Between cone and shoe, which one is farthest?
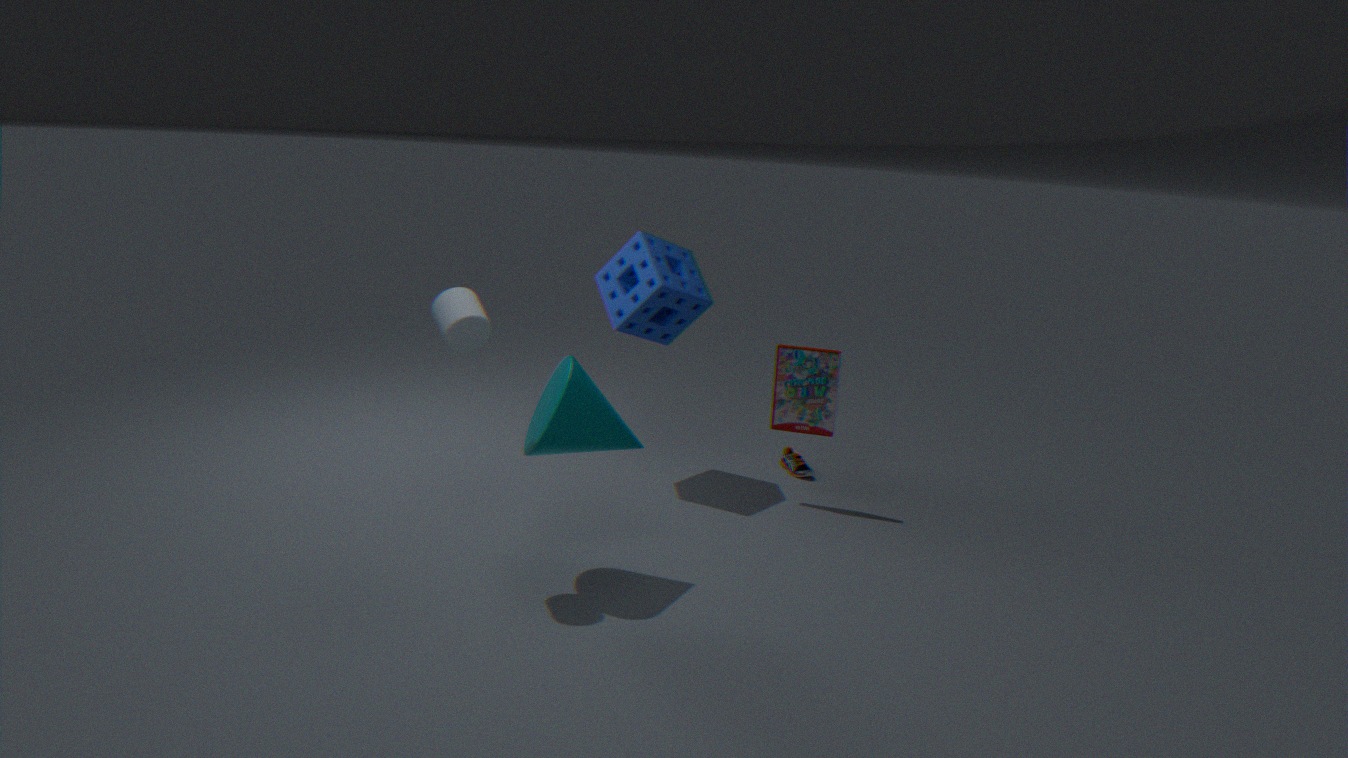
shoe
